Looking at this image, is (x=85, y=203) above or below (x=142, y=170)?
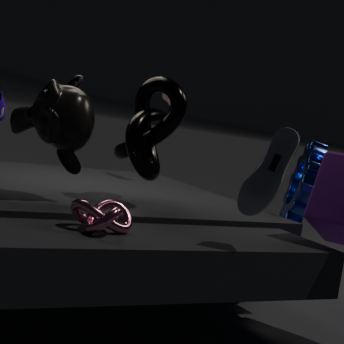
below
